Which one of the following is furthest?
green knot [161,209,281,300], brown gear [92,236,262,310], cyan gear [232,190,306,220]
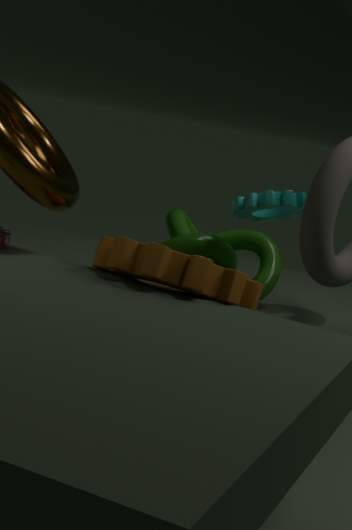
green knot [161,209,281,300]
